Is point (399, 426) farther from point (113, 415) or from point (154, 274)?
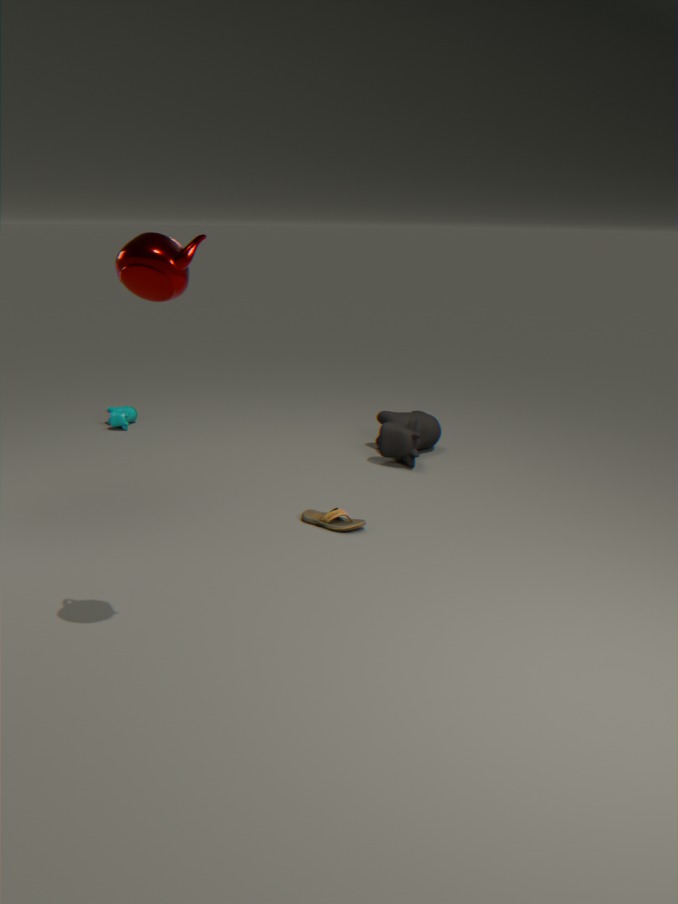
point (154, 274)
